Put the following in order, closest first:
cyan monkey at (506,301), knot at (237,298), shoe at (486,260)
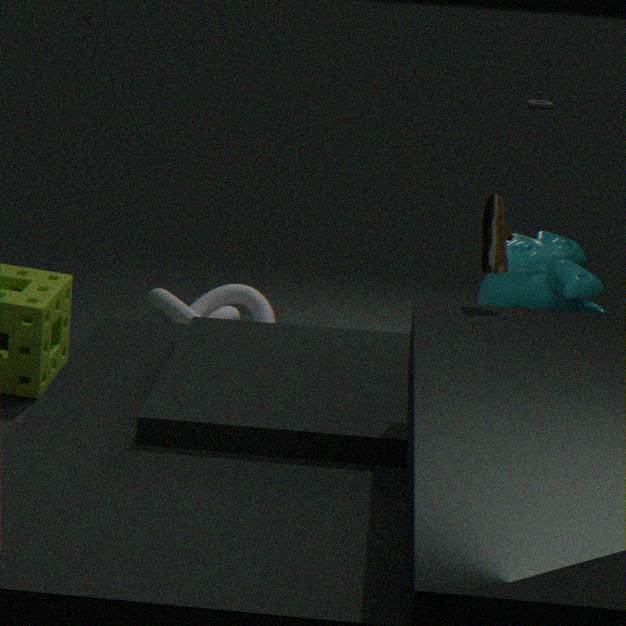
shoe at (486,260) < cyan monkey at (506,301) < knot at (237,298)
